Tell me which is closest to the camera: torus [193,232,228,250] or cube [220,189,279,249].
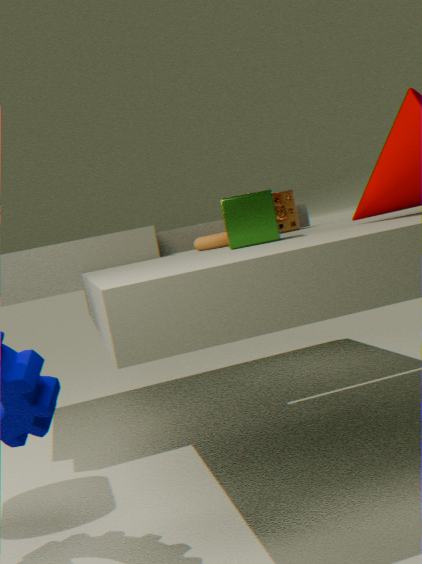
cube [220,189,279,249]
